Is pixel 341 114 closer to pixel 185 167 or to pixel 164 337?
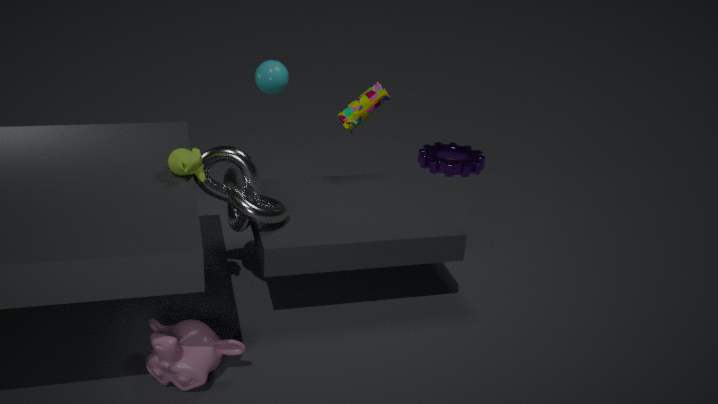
pixel 185 167
